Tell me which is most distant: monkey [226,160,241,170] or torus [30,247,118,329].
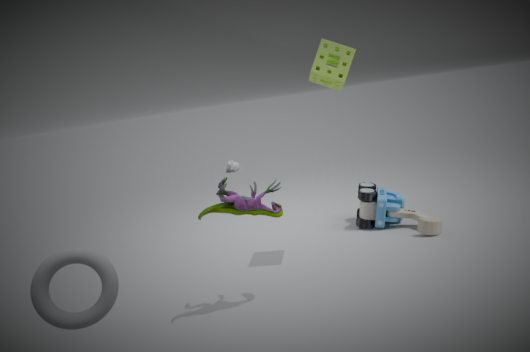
monkey [226,160,241,170]
